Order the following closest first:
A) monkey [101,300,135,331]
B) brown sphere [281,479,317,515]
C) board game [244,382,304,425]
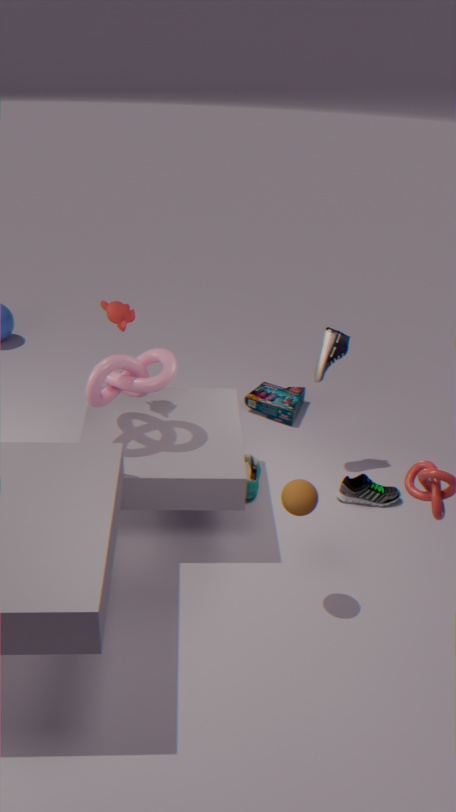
brown sphere [281,479,317,515]
monkey [101,300,135,331]
board game [244,382,304,425]
